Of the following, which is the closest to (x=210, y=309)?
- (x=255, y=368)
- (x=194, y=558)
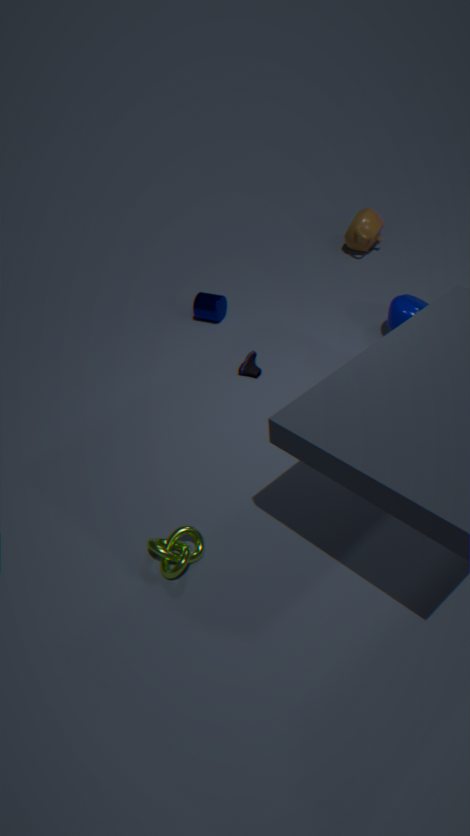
(x=255, y=368)
